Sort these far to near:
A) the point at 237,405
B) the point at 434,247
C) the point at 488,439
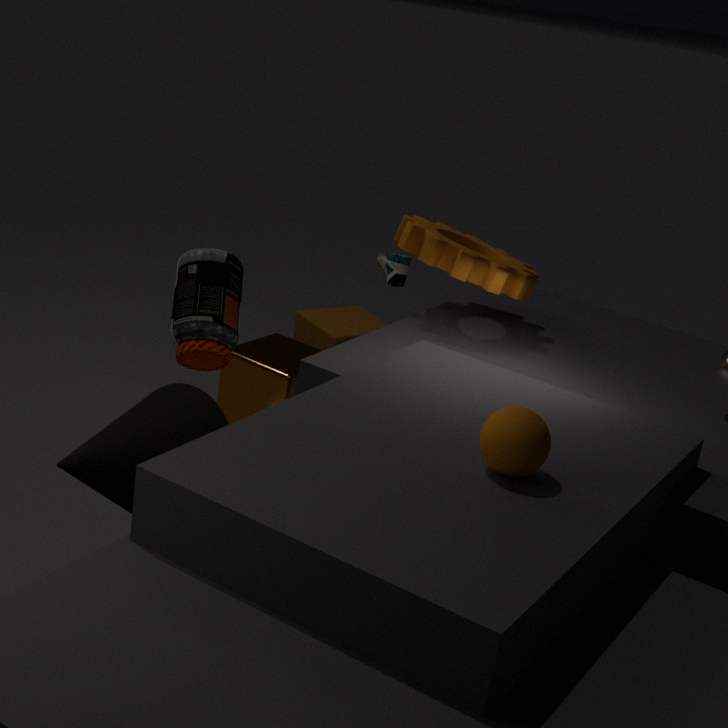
the point at 237,405, the point at 434,247, the point at 488,439
